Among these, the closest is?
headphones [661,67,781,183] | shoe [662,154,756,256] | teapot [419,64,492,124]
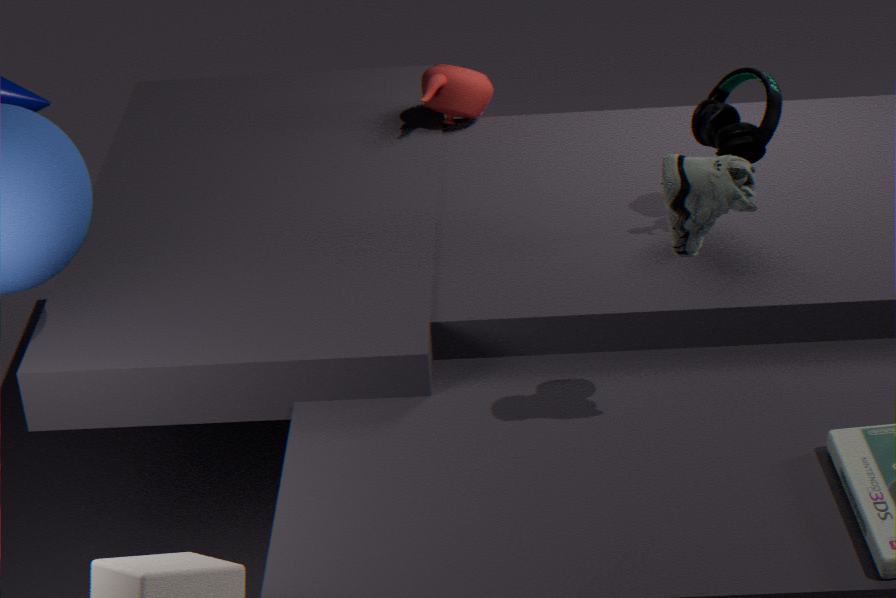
shoe [662,154,756,256]
